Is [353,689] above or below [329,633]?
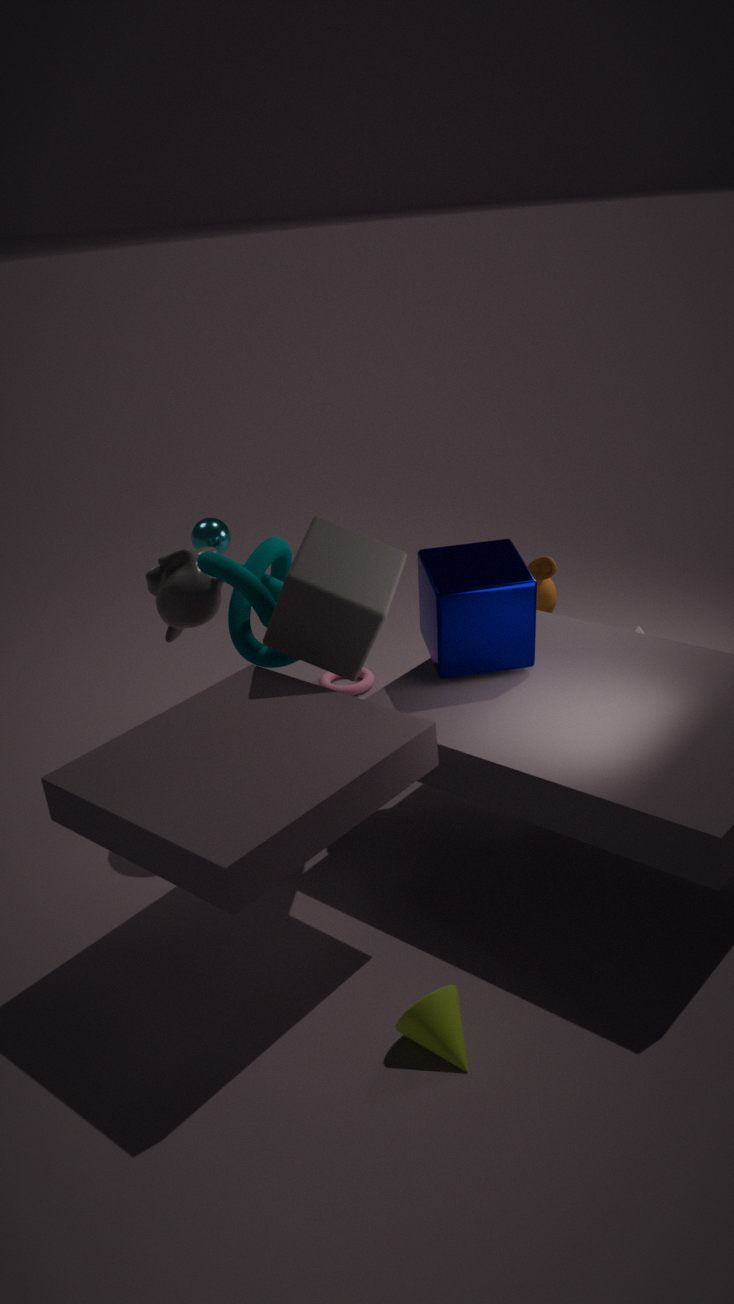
below
